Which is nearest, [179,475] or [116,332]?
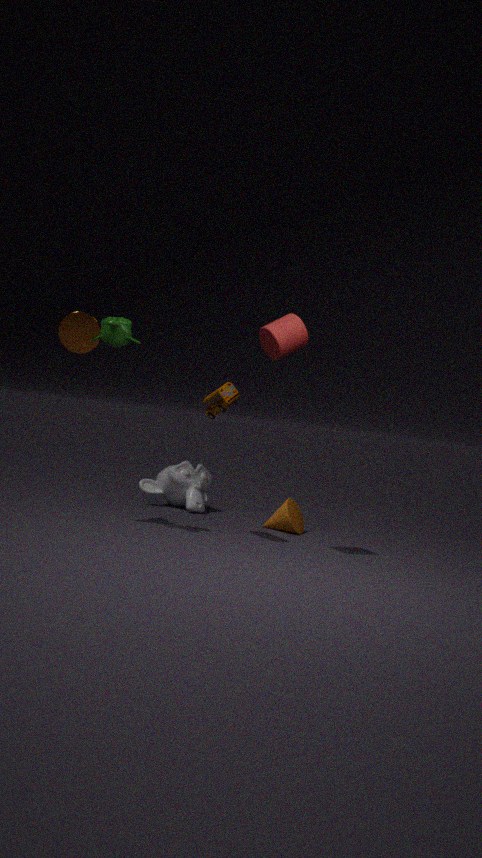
[116,332]
